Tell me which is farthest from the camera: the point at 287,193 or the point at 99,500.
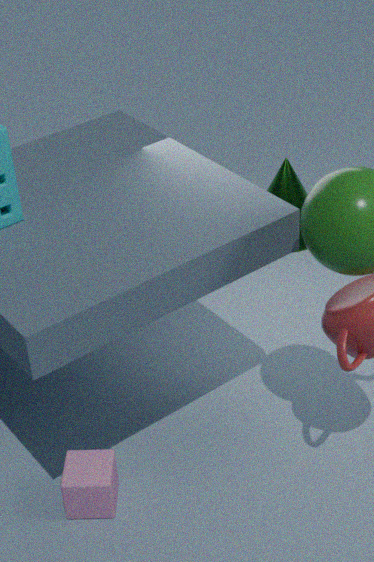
the point at 287,193
